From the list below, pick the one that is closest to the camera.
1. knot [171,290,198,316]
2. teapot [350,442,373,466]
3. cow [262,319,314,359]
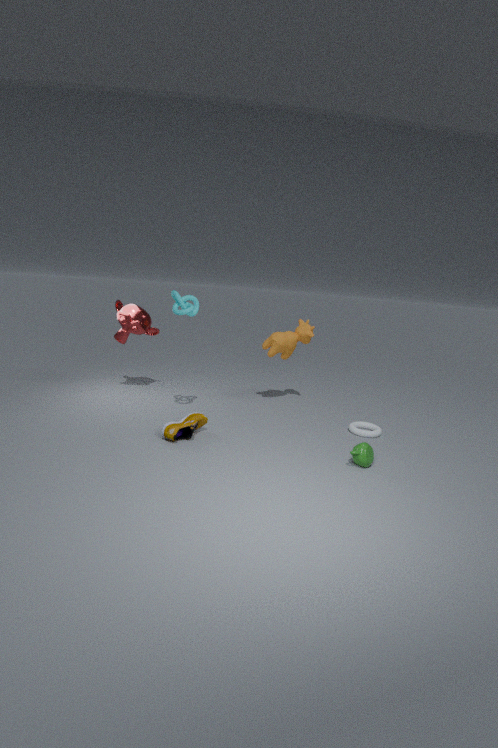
teapot [350,442,373,466]
